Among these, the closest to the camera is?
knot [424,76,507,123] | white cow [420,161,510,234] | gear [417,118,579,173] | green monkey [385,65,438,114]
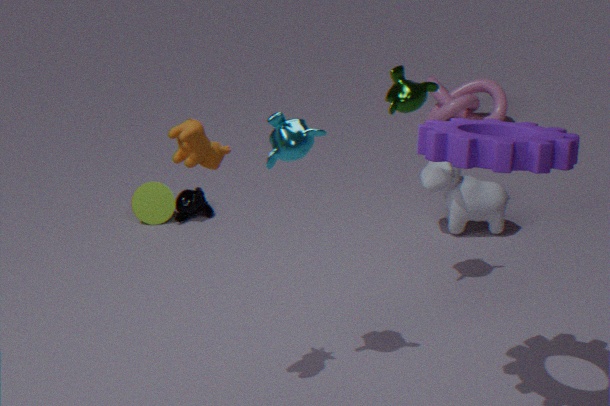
gear [417,118,579,173]
